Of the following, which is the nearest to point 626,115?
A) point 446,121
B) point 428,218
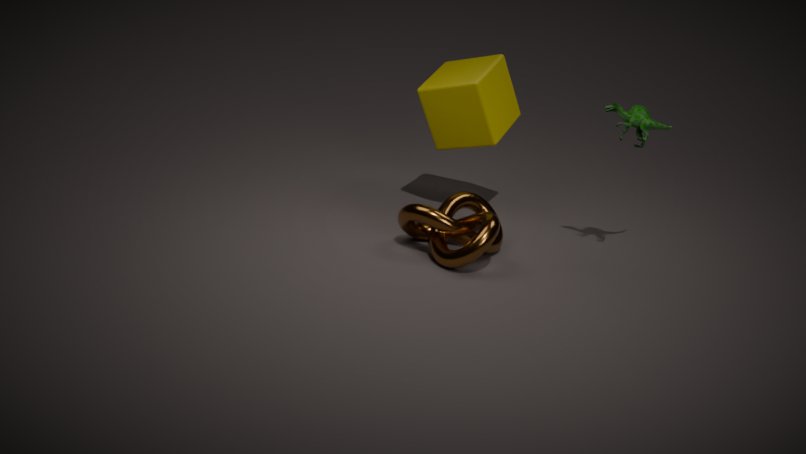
point 446,121
